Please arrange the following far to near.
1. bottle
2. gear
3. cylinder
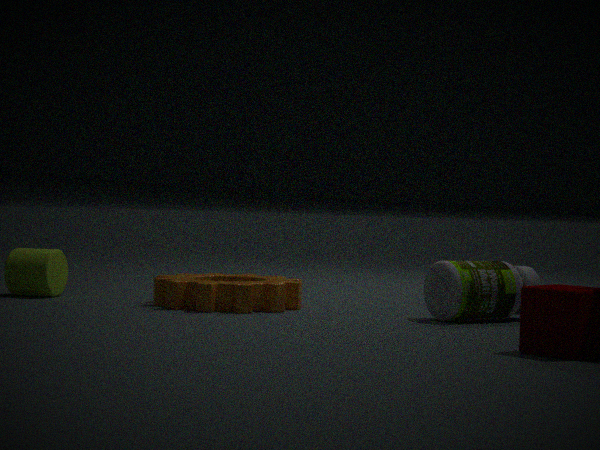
cylinder < gear < bottle
